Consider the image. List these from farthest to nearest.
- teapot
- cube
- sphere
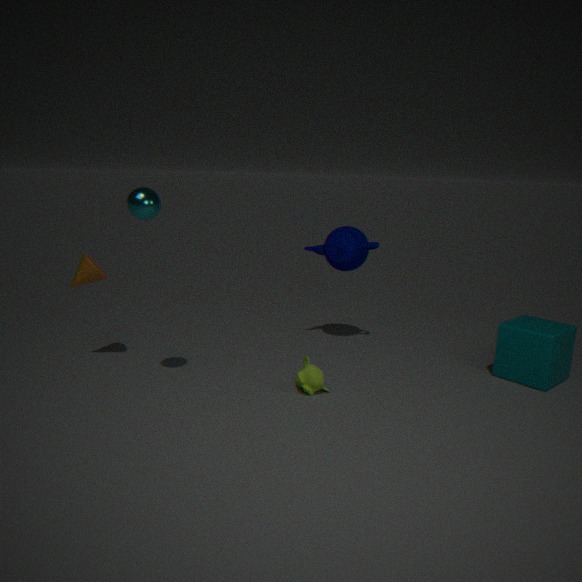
teapot → cube → sphere
